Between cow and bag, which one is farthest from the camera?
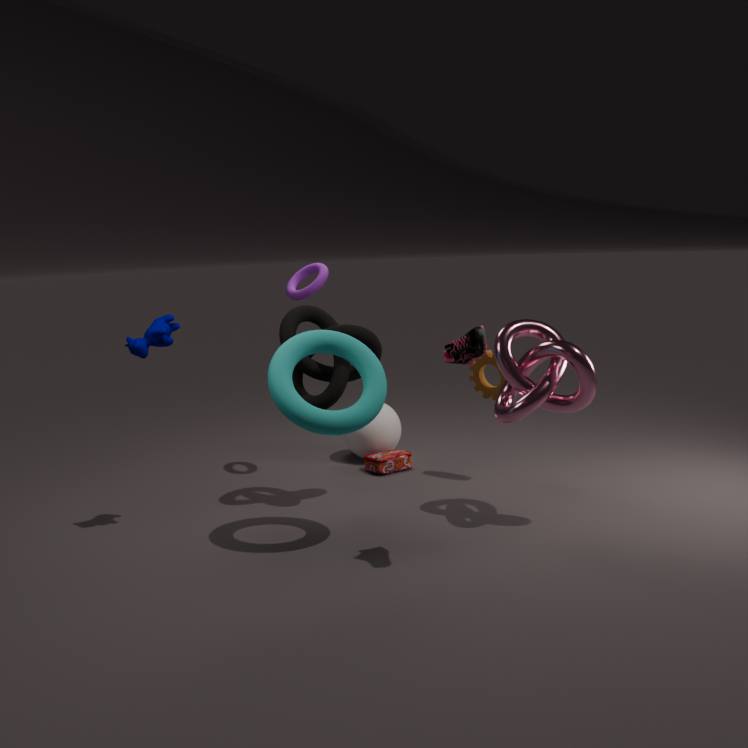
bag
